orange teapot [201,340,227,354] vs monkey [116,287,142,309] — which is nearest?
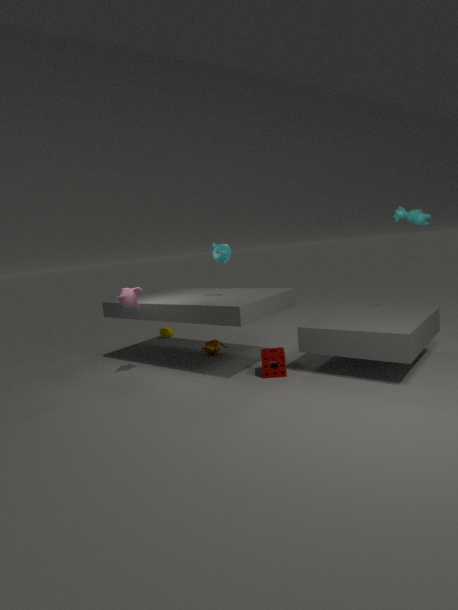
monkey [116,287,142,309]
